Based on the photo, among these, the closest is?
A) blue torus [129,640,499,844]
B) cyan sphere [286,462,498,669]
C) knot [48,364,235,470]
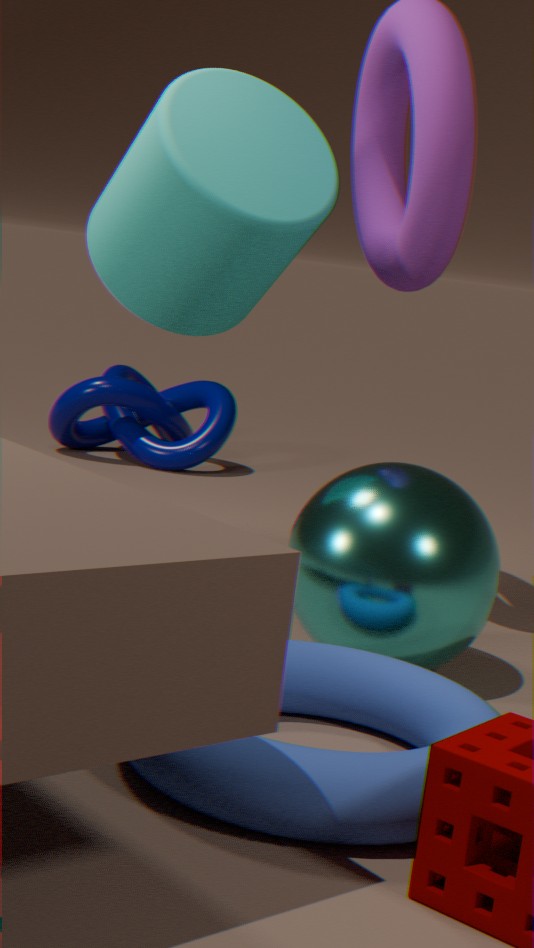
blue torus [129,640,499,844]
